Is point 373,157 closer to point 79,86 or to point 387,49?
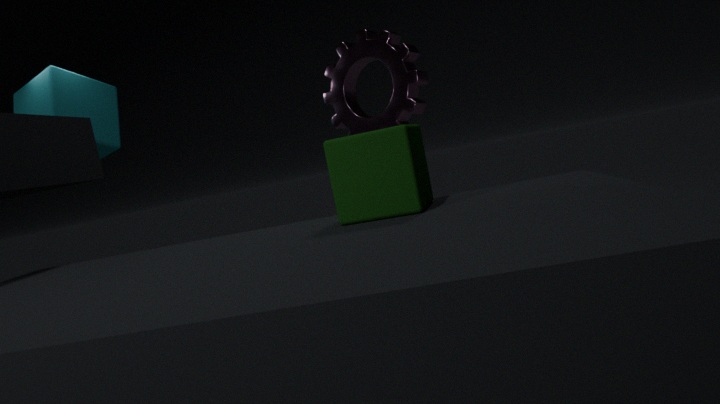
point 387,49
